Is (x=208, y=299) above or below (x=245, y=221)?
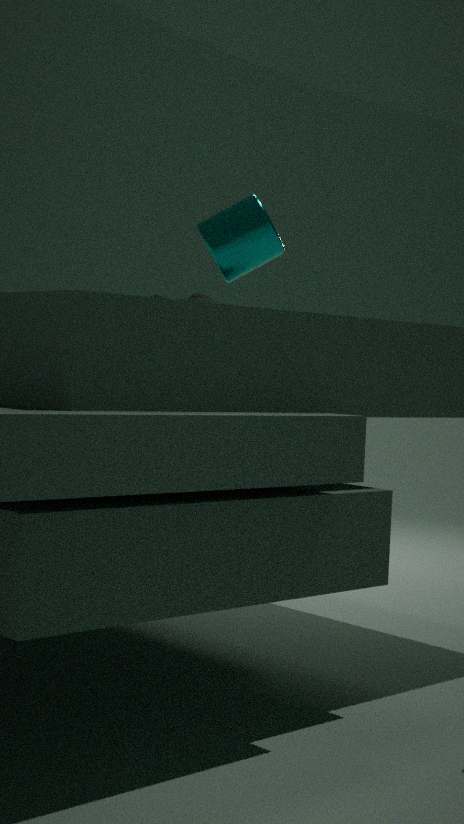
below
